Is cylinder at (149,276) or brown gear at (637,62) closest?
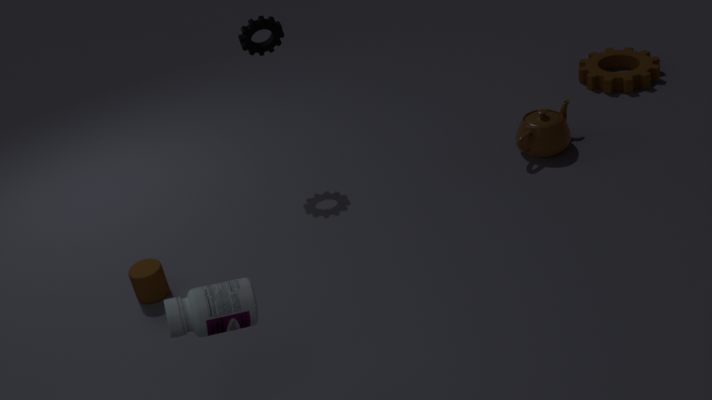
cylinder at (149,276)
